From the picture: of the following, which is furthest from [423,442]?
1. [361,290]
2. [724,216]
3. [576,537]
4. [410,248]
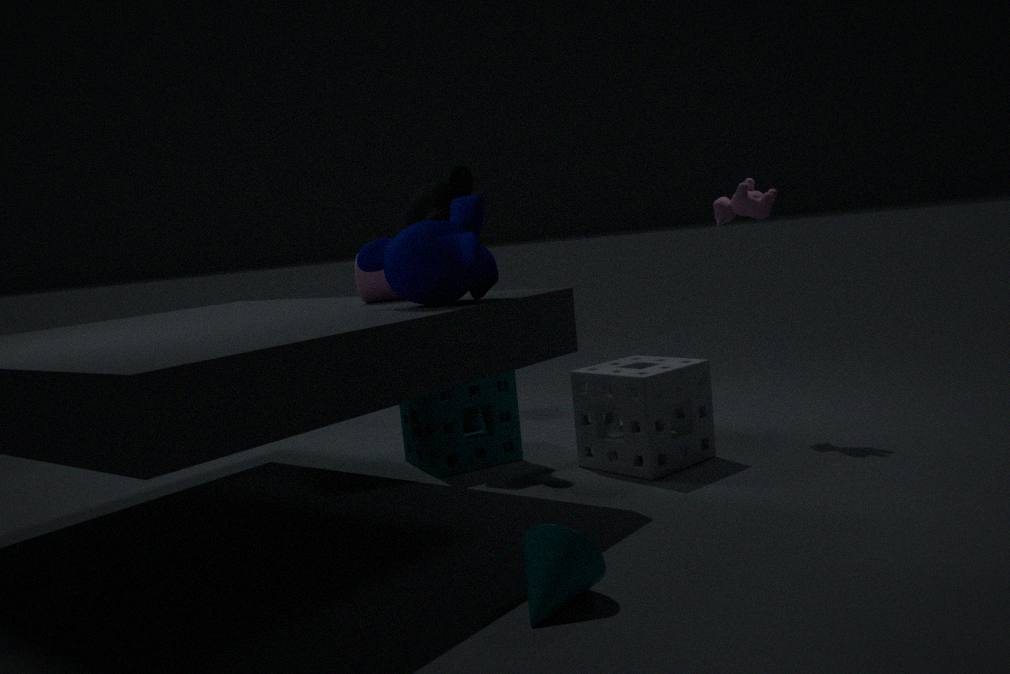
[576,537]
